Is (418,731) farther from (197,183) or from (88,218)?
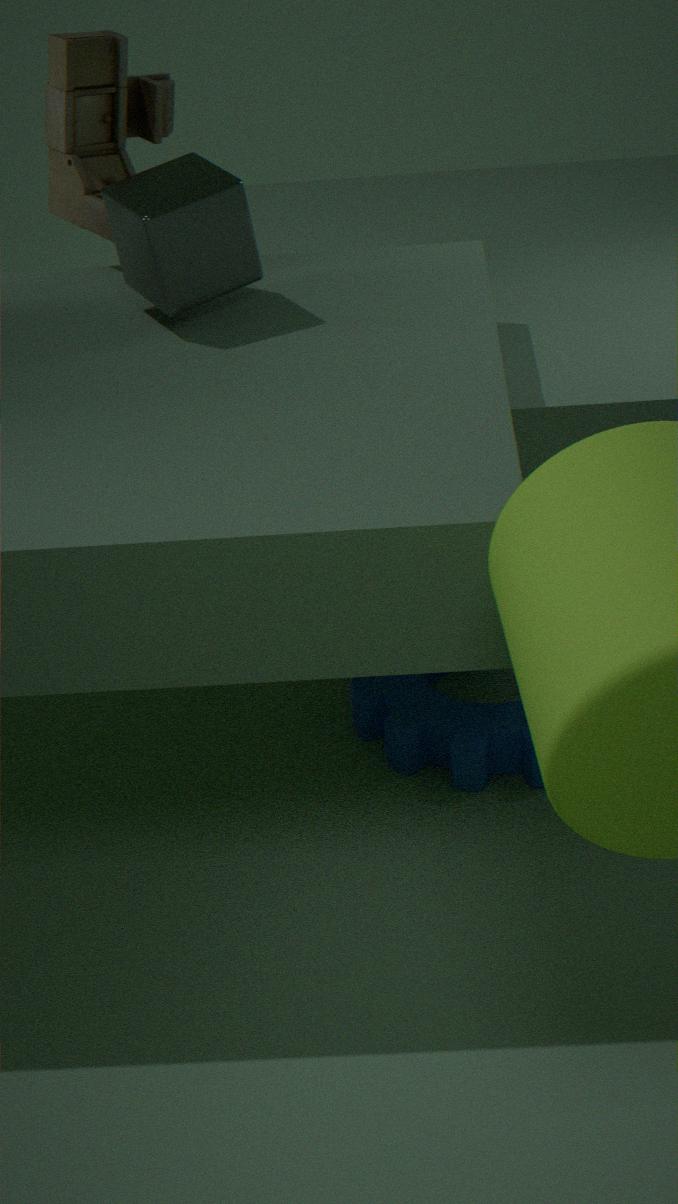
(88,218)
